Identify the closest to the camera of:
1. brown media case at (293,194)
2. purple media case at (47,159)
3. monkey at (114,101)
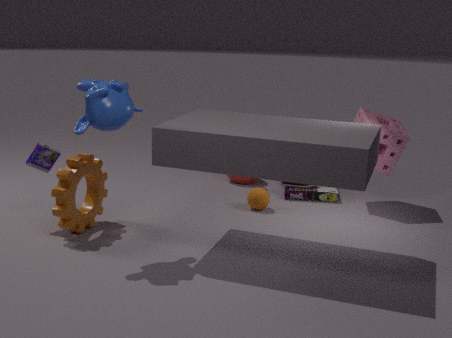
monkey at (114,101)
